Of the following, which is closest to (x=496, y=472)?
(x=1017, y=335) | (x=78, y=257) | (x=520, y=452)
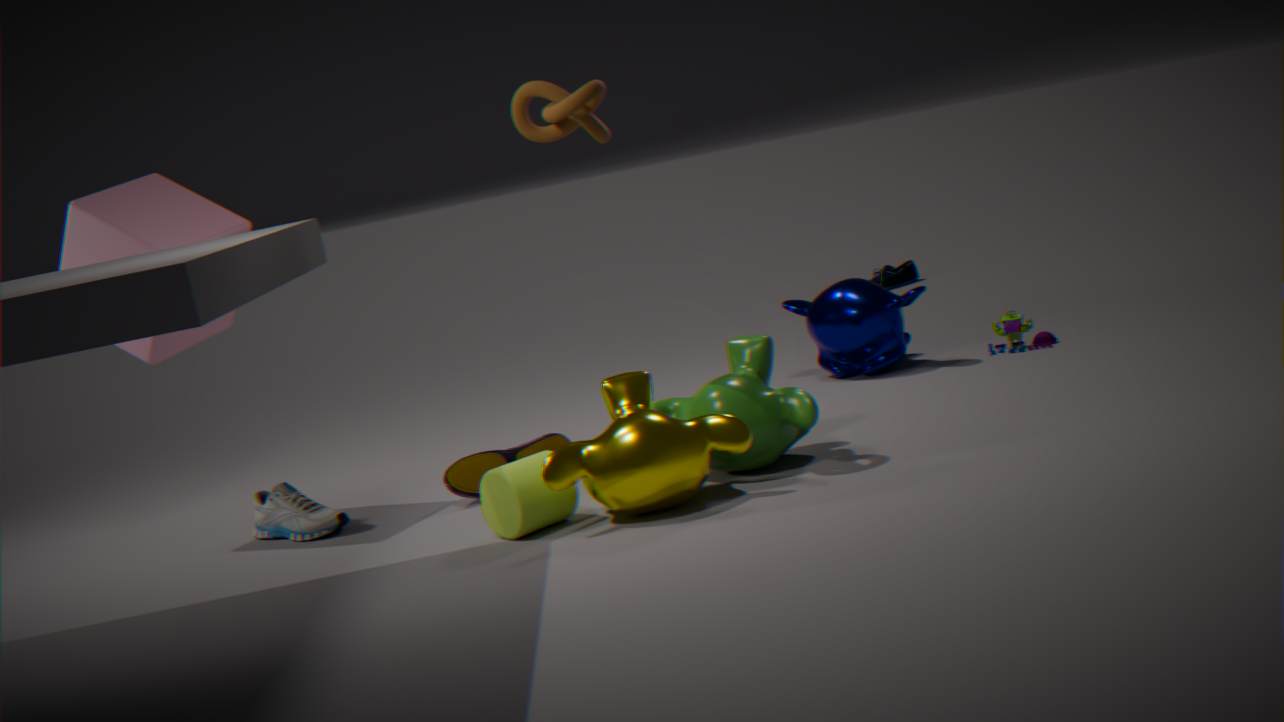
(x=520, y=452)
